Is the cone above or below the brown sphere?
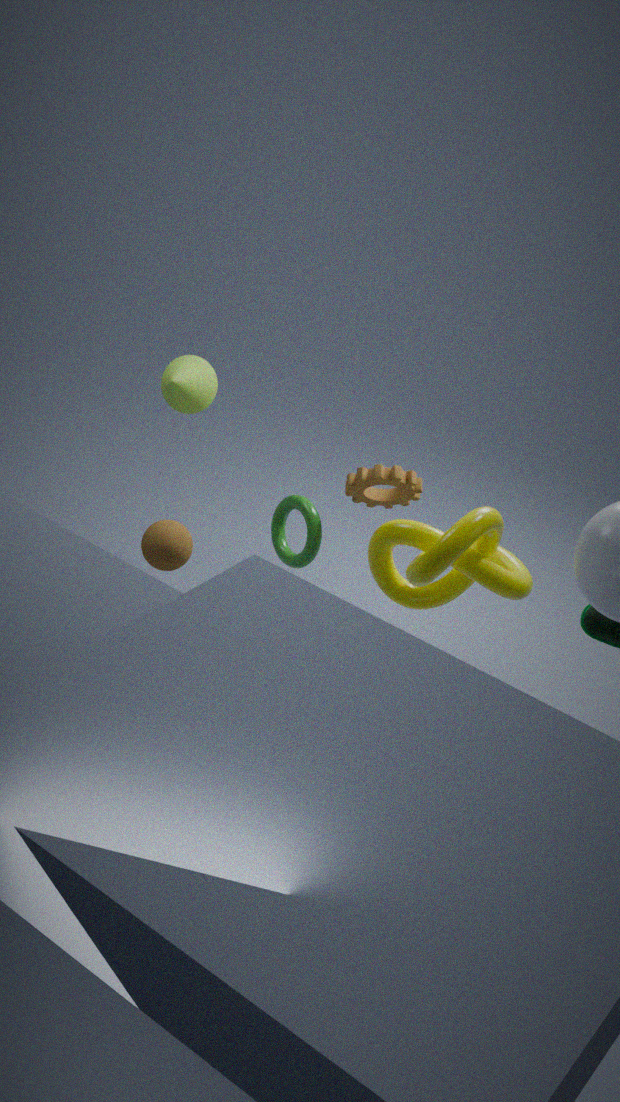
above
